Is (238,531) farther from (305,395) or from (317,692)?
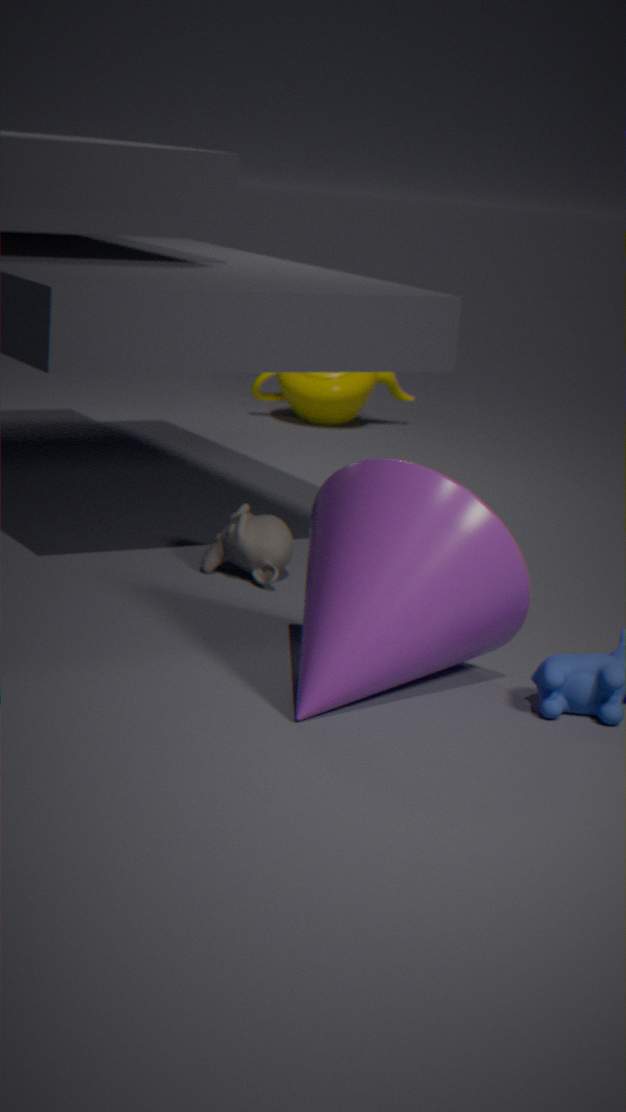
(305,395)
